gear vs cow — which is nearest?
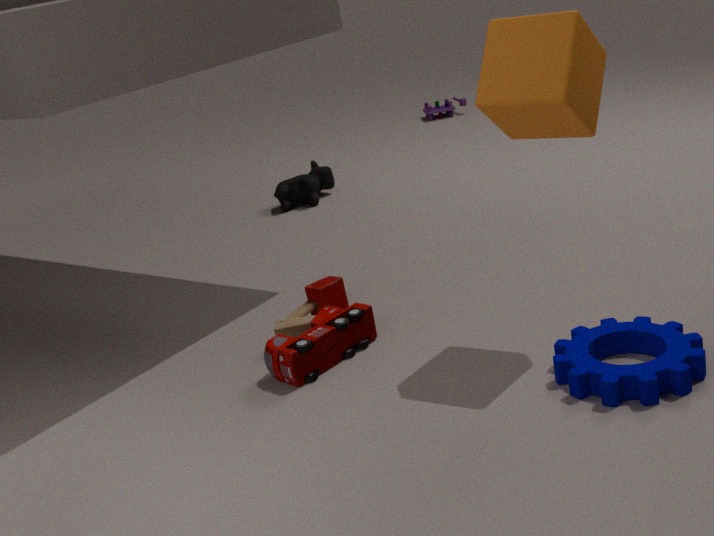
gear
